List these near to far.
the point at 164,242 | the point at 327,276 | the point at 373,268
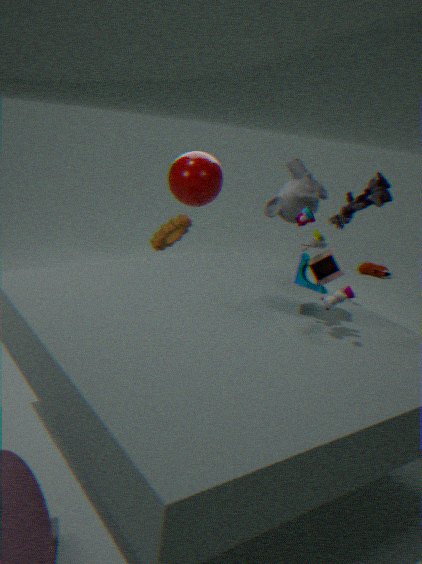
the point at 327,276, the point at 164,242, the point at 373,268
